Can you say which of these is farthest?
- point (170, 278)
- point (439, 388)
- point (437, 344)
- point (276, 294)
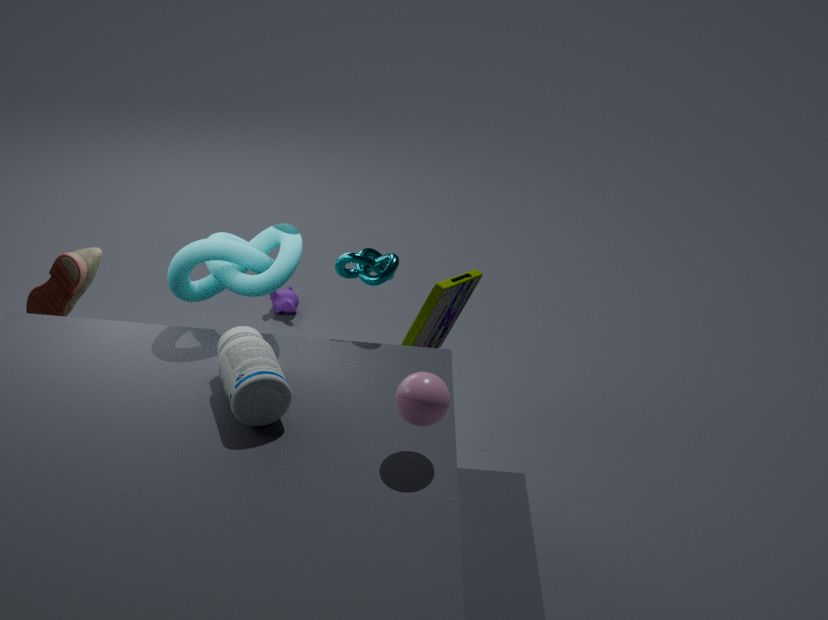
point (276, 294)
